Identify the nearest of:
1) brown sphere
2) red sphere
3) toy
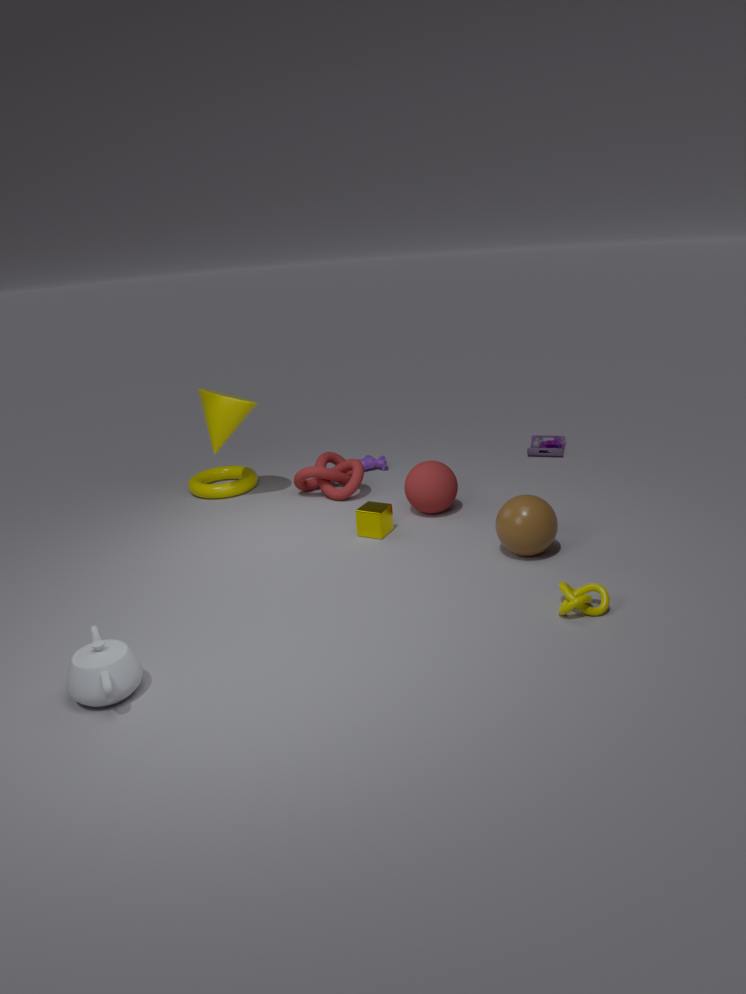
1. brown sphere
